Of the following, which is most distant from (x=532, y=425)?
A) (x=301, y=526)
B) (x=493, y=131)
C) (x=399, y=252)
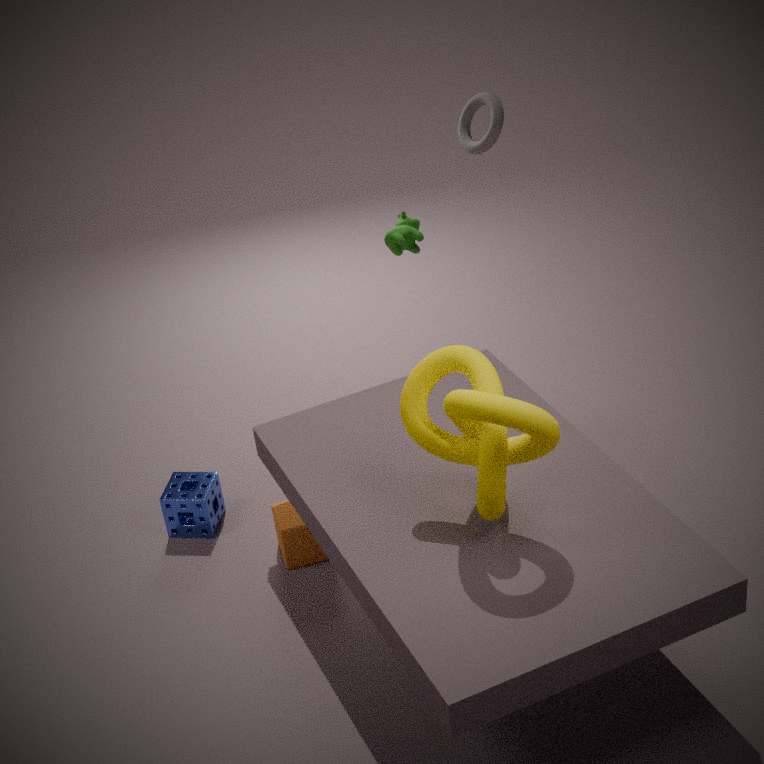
(x=493, y=131)
